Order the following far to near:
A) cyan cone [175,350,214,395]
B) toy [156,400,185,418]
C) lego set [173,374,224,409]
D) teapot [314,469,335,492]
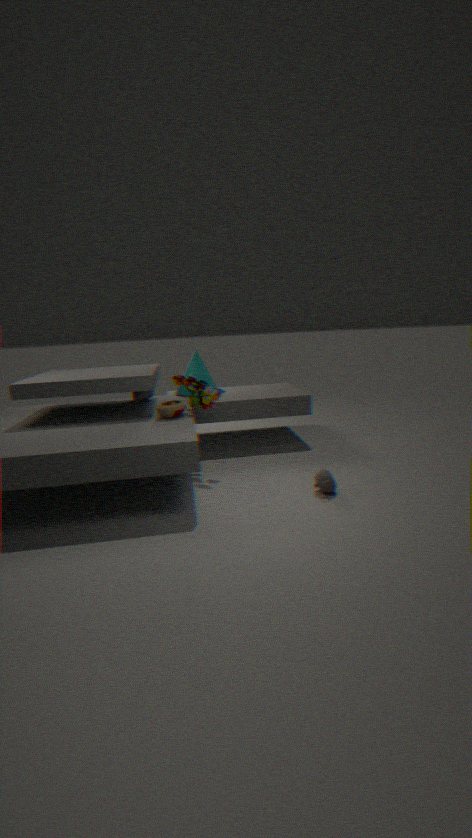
A. cyan cone [175,350,214,395], C. lego set [173,374,224,409], B. toy [156,400,185,418], D. teapot [314,469,335,492]
